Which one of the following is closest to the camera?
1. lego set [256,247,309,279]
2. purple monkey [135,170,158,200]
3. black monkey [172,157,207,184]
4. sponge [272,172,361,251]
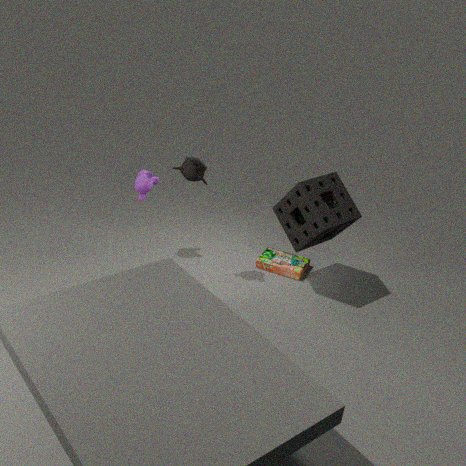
sponge [272,172,361,251]
